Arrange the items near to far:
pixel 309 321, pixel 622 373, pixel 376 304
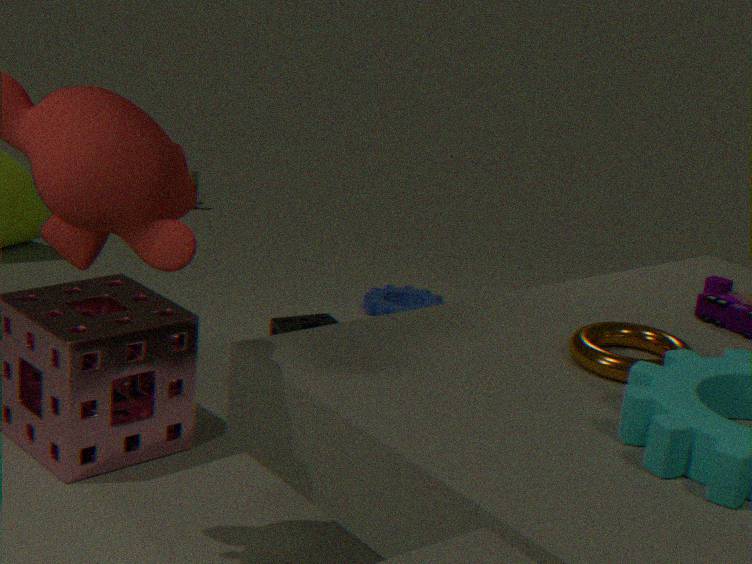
1. pixel 622 373
2. pixel 309 321
3. pixel 376 304
